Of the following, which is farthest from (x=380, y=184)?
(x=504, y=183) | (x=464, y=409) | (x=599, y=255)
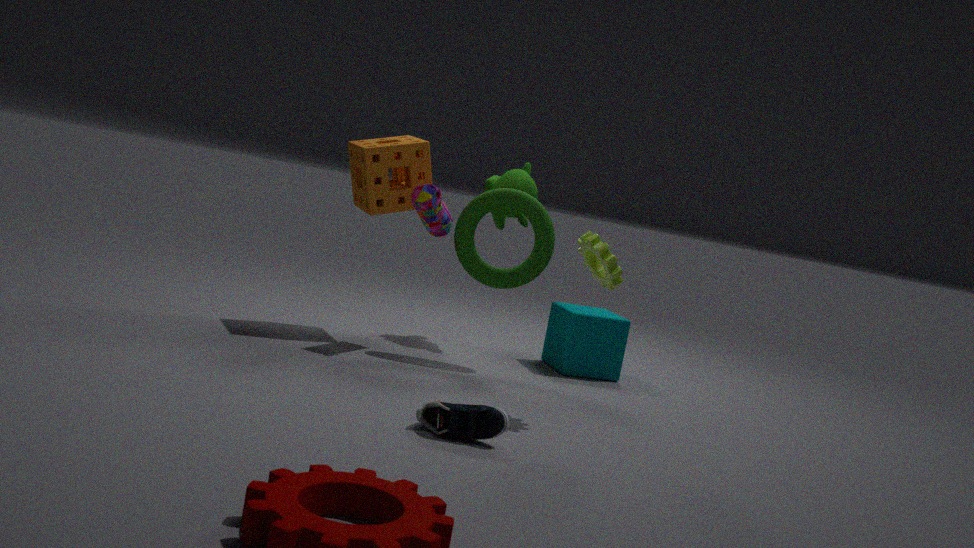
(x=464, y=409)
